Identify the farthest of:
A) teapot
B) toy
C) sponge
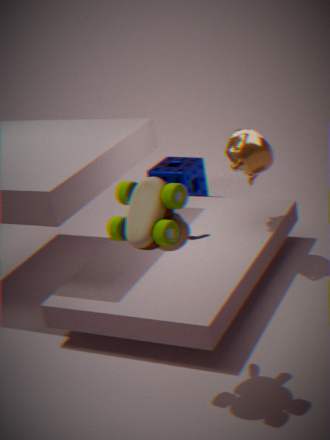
sponge
